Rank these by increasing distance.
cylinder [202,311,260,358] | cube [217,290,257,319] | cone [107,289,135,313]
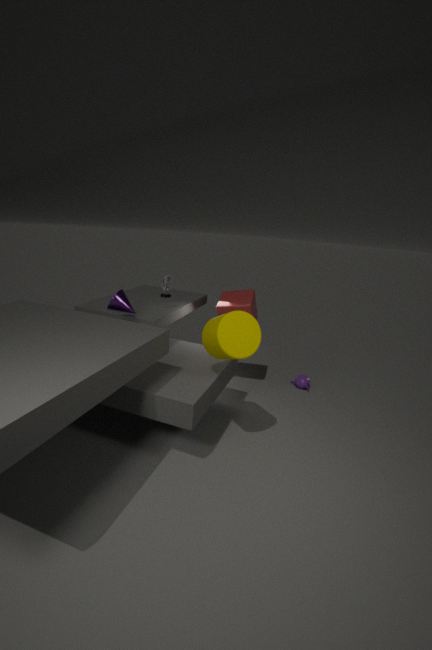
cylinder [202,311,260,358] → cone [107,289,135,313] → cube [217,290,257,319]
